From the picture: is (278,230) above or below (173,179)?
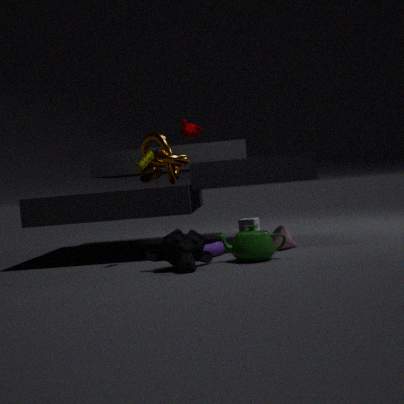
below
